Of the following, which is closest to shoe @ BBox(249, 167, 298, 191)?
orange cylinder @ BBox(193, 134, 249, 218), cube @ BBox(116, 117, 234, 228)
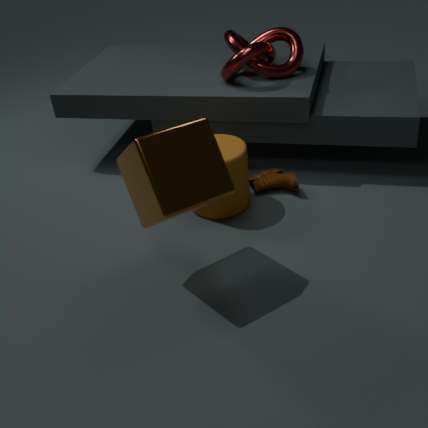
orange cylinder @ BBox(193, 134, 249, 218)
